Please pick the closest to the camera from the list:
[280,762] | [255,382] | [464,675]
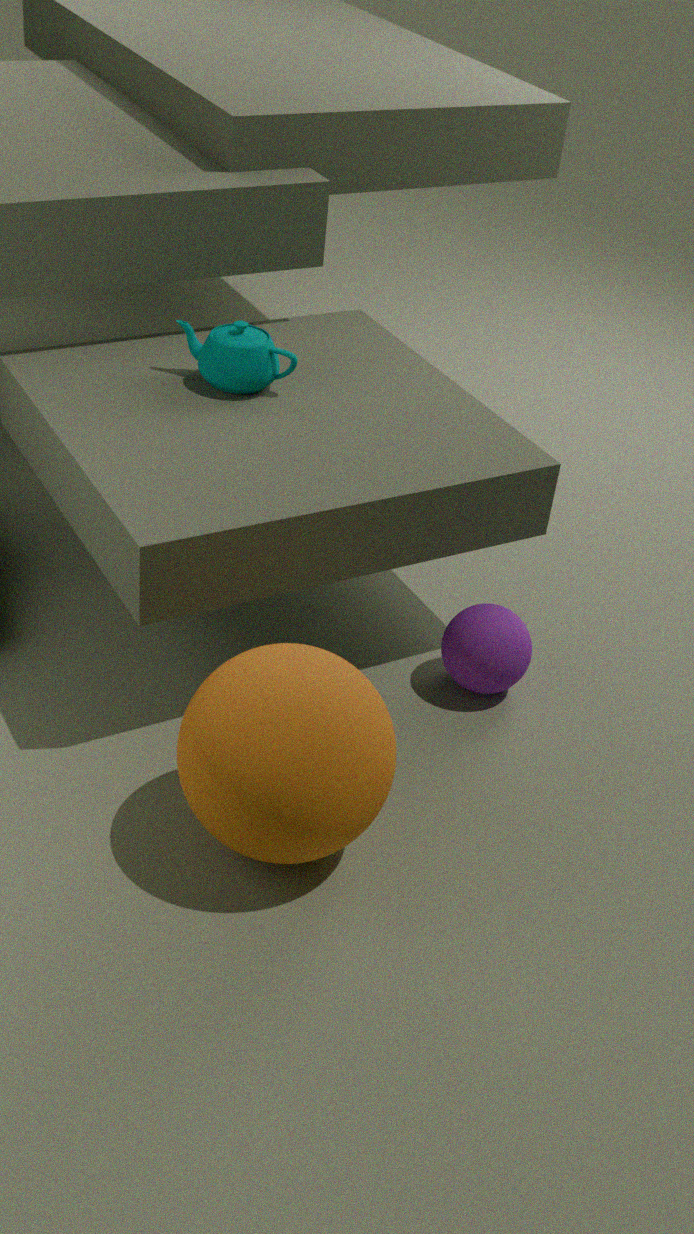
[280,762]
